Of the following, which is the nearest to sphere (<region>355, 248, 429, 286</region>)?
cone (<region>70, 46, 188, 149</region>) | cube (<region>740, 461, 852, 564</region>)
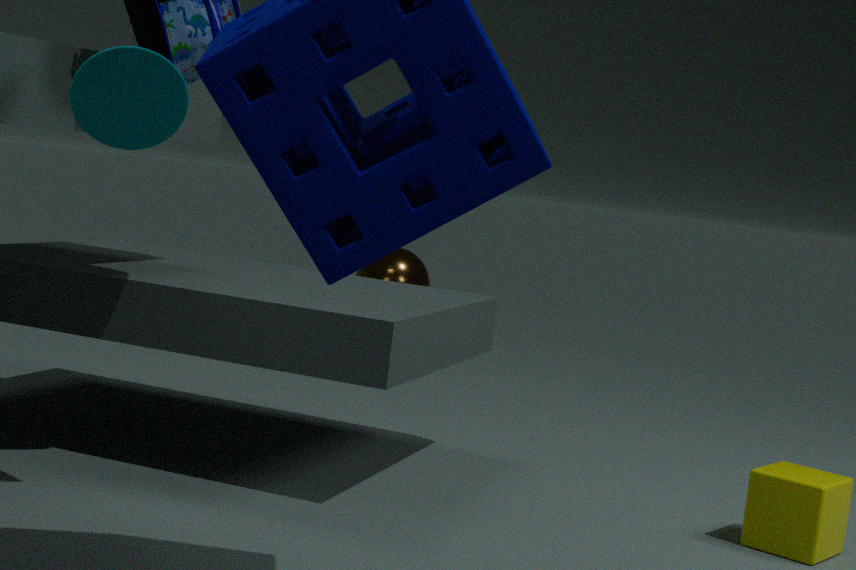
cube (<region>740, 461, 852, 564</region>)
